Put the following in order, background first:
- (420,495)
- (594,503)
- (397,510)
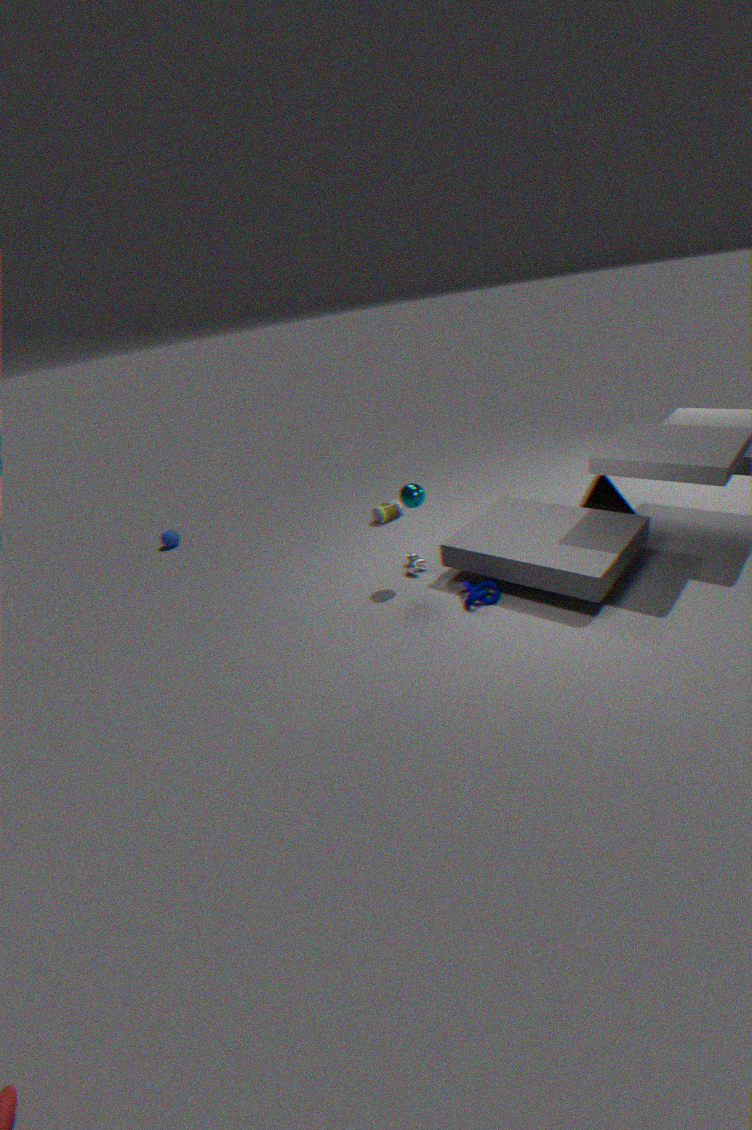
(397,510) < (594,503) < (420,495)
